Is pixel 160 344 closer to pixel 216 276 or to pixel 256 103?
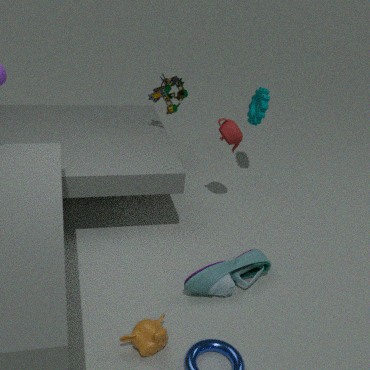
pixel 216 276
